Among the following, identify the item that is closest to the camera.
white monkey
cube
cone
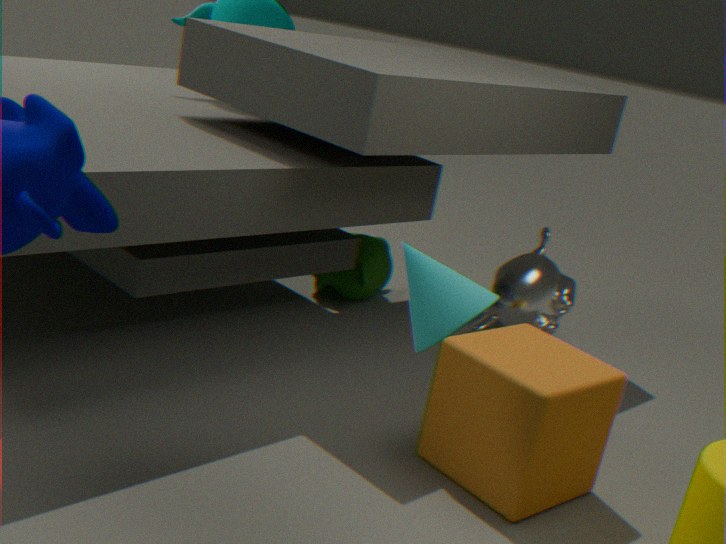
cone
